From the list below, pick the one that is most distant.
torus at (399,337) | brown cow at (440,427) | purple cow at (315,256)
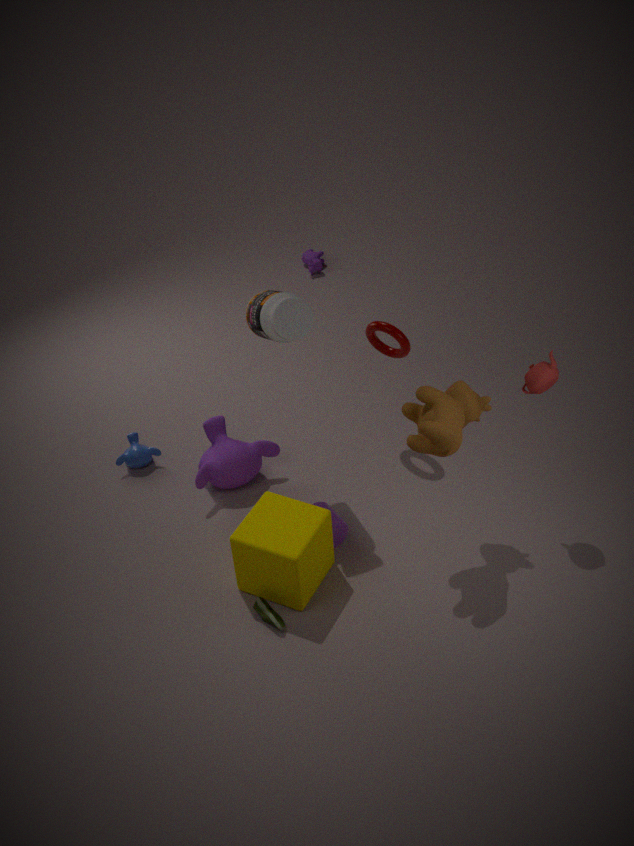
purple cow at (315,256)
